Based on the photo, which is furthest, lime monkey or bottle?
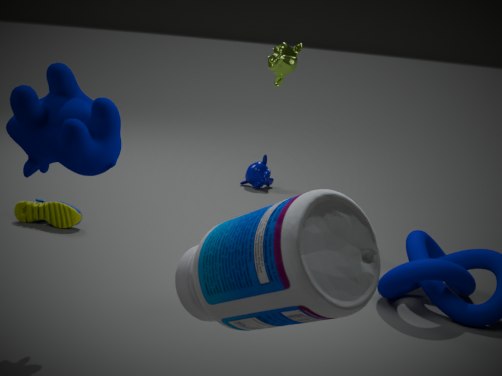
lime monkey
